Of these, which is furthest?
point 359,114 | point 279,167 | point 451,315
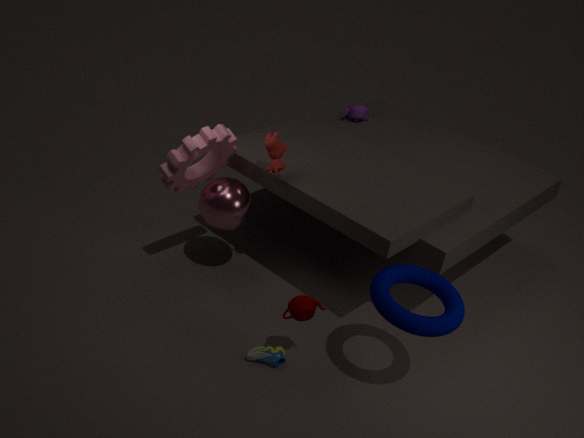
point 359,114
